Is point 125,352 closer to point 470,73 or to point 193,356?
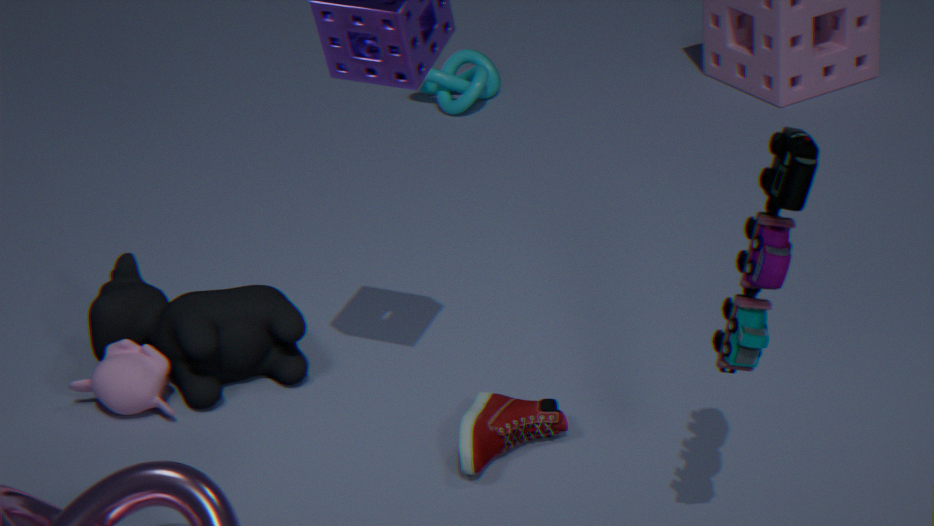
point 193,356
